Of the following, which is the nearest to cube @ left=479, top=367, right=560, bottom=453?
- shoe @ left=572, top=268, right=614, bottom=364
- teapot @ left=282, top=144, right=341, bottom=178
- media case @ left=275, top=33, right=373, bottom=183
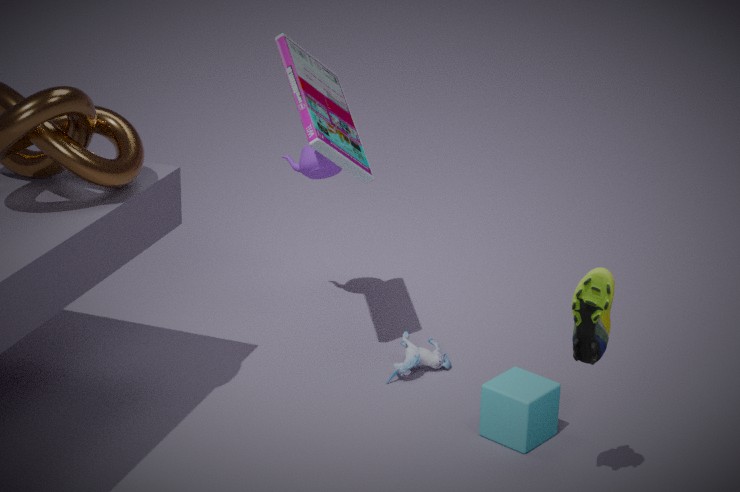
shoe @ left=572, top=268, right=614, bottom=364
